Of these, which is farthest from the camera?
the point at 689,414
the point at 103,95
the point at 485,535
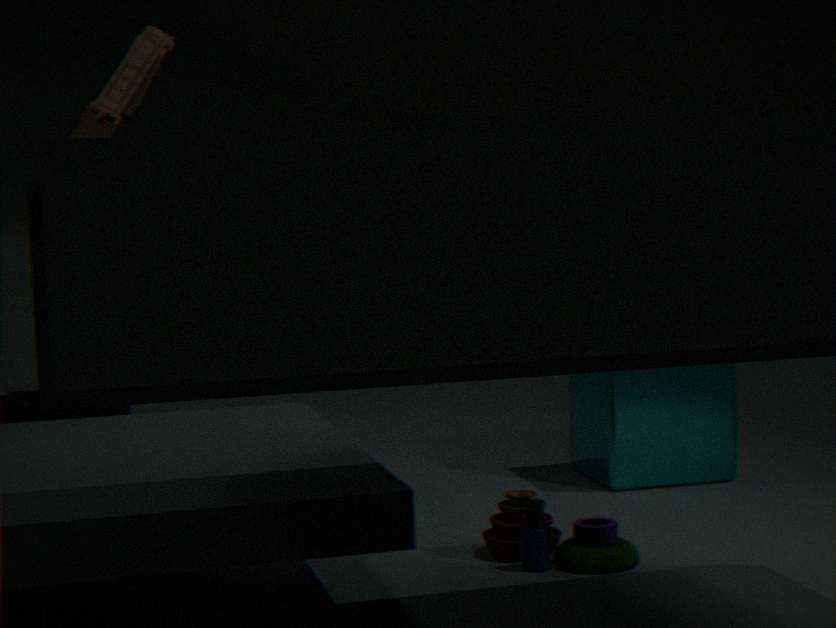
the point at 689,414
